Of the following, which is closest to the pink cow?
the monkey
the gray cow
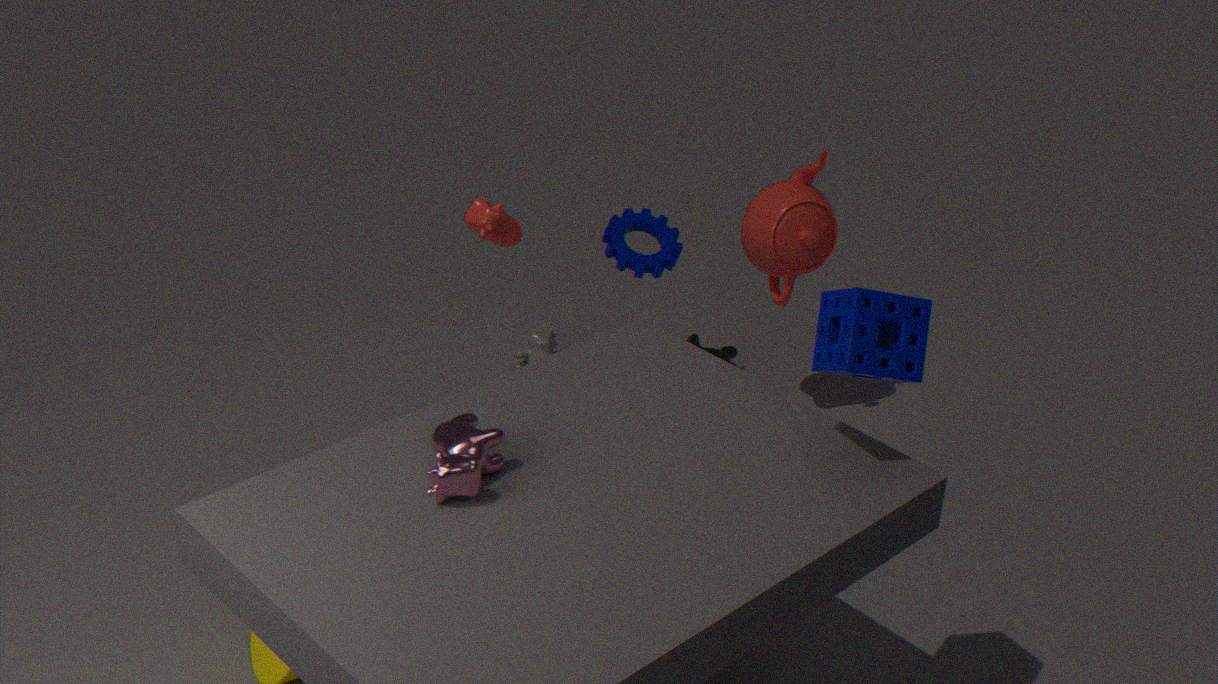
the gray cow
